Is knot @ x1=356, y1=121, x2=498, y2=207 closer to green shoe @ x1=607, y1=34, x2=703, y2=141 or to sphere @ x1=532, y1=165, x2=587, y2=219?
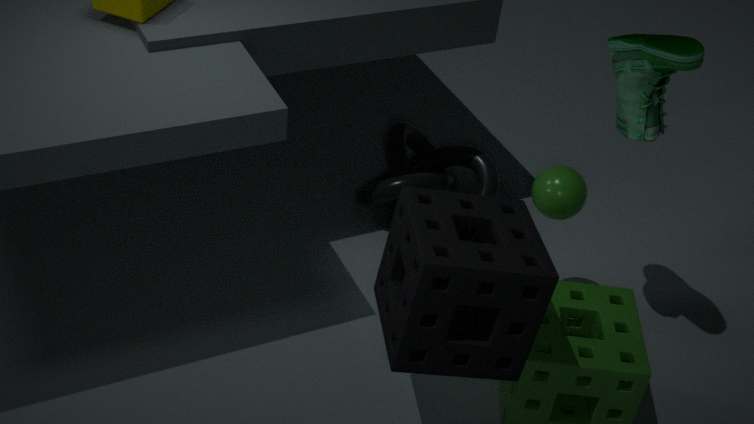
sphere @ x1=532, y1=165, x2=587, y2=219
